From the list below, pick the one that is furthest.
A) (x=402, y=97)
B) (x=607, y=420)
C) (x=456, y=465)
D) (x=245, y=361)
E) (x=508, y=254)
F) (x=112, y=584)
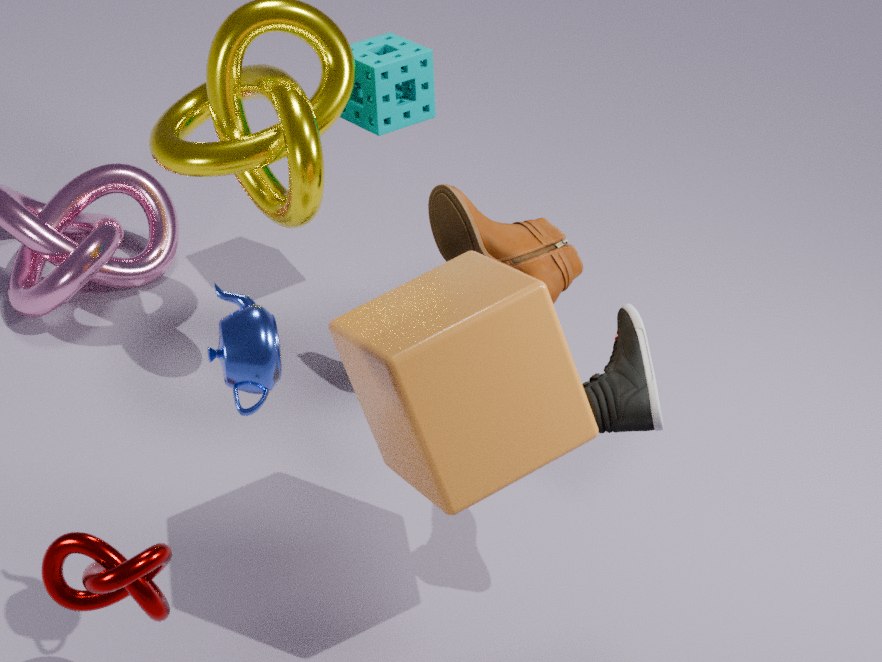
(x=402, y=97)
